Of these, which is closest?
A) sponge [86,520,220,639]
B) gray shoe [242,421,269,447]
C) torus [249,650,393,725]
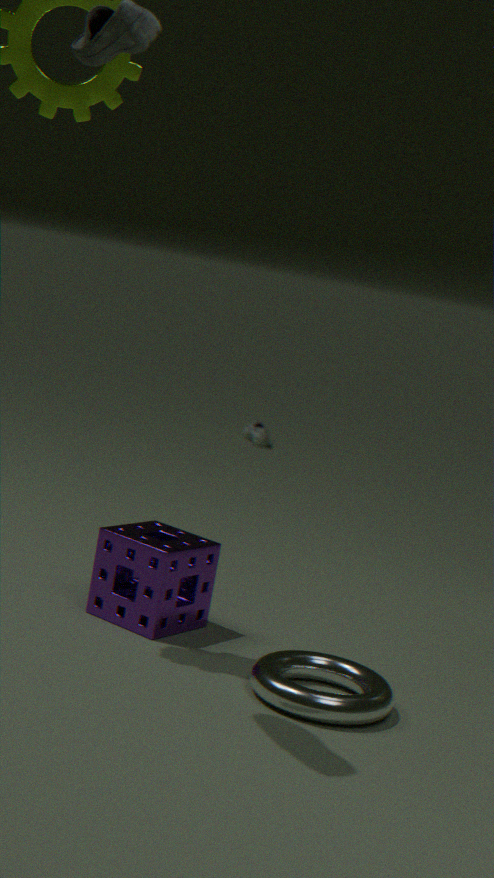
torus [249,650,393,725]
